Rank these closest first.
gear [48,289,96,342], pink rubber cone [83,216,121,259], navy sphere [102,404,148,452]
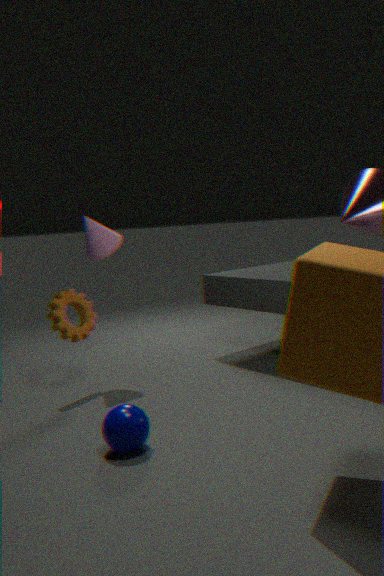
navy sphere [102,404,148,452] < gear [48,289,96,342] < pink rubber cone [83,216,121,259]
